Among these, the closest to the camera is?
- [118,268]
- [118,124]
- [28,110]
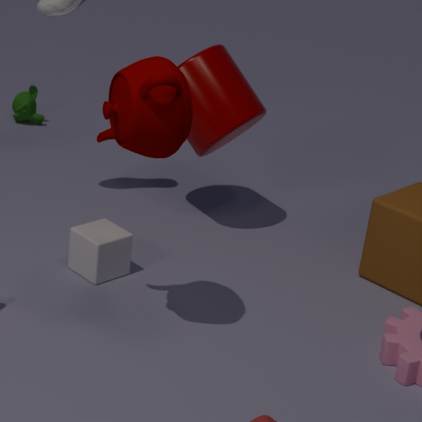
[118,124]
